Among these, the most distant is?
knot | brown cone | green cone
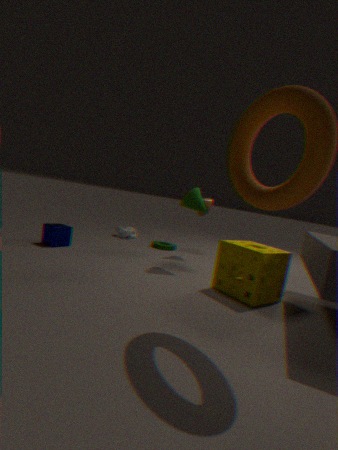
knot
